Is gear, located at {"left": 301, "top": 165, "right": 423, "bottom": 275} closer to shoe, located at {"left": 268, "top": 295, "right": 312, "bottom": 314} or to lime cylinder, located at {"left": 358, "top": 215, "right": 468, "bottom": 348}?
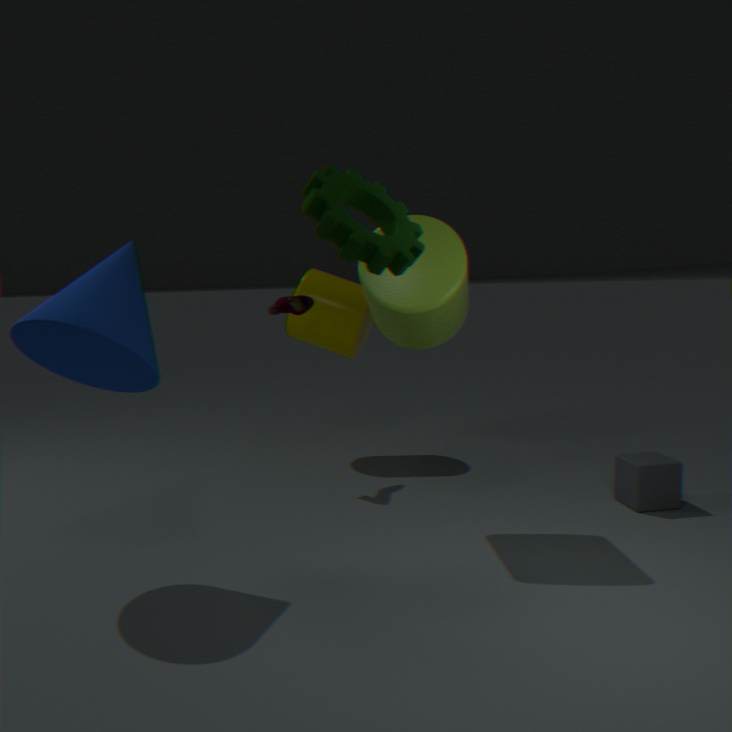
lime cylinder, located at {"left": 358, "top": 215, "right": 468, "bottom": 348}
